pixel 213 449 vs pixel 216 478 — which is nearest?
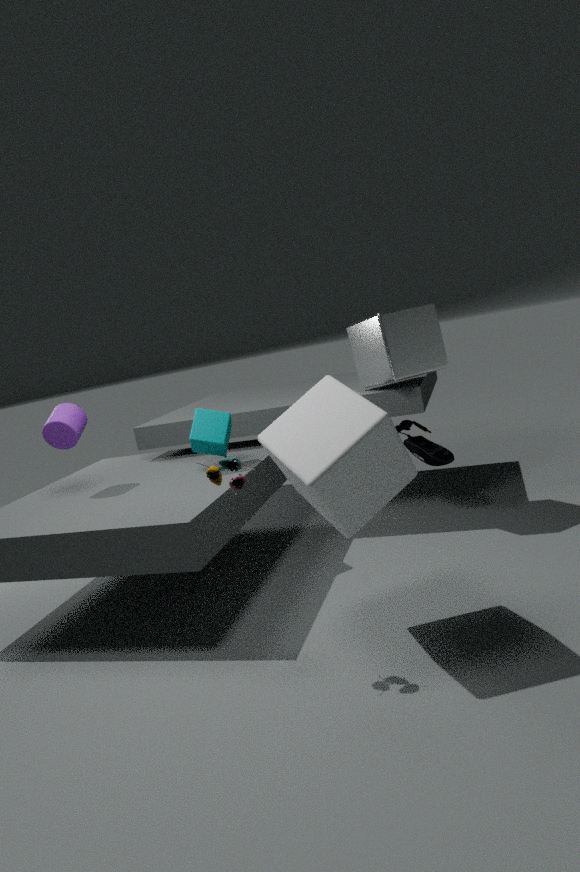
pixel 216 478
